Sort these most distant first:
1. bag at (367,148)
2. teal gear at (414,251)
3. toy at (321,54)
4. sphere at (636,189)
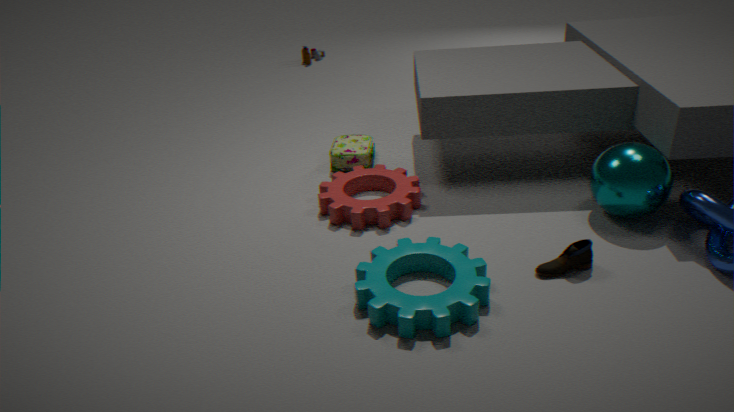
toy at (321,54)
bag at (367,148)
sphere at (636,189)
teal gear at (414,251)
